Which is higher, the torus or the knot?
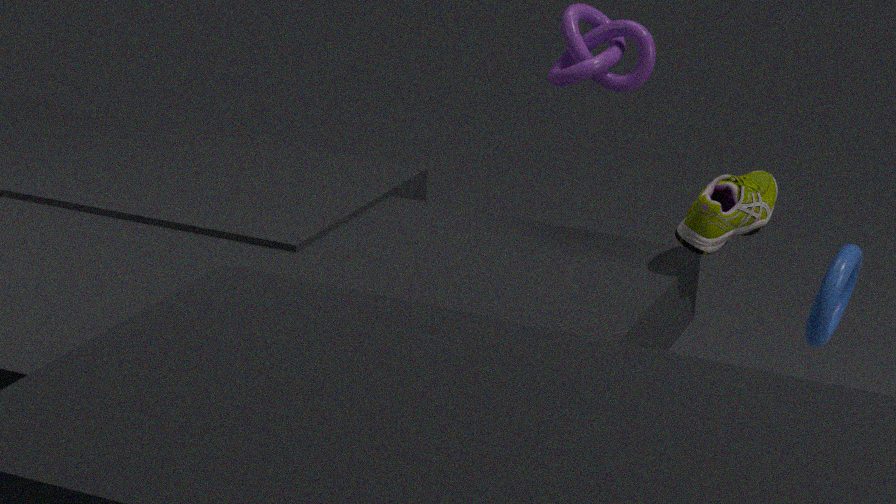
the knot
